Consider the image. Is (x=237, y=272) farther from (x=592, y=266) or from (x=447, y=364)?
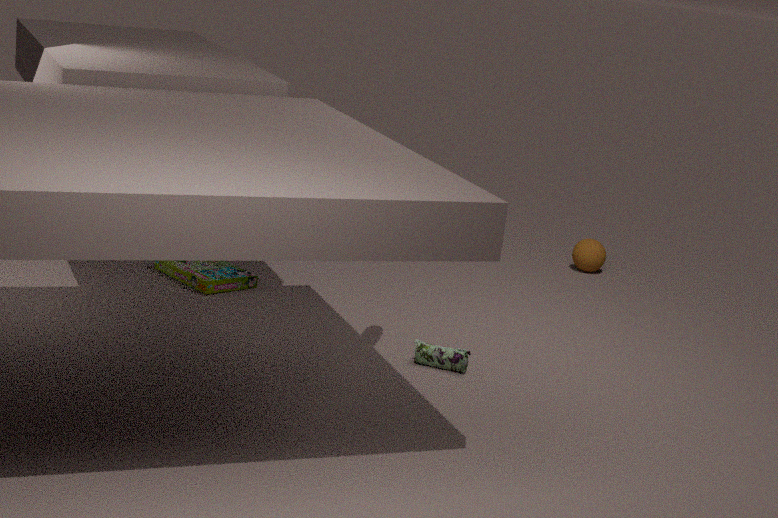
(x=592, y=266)
